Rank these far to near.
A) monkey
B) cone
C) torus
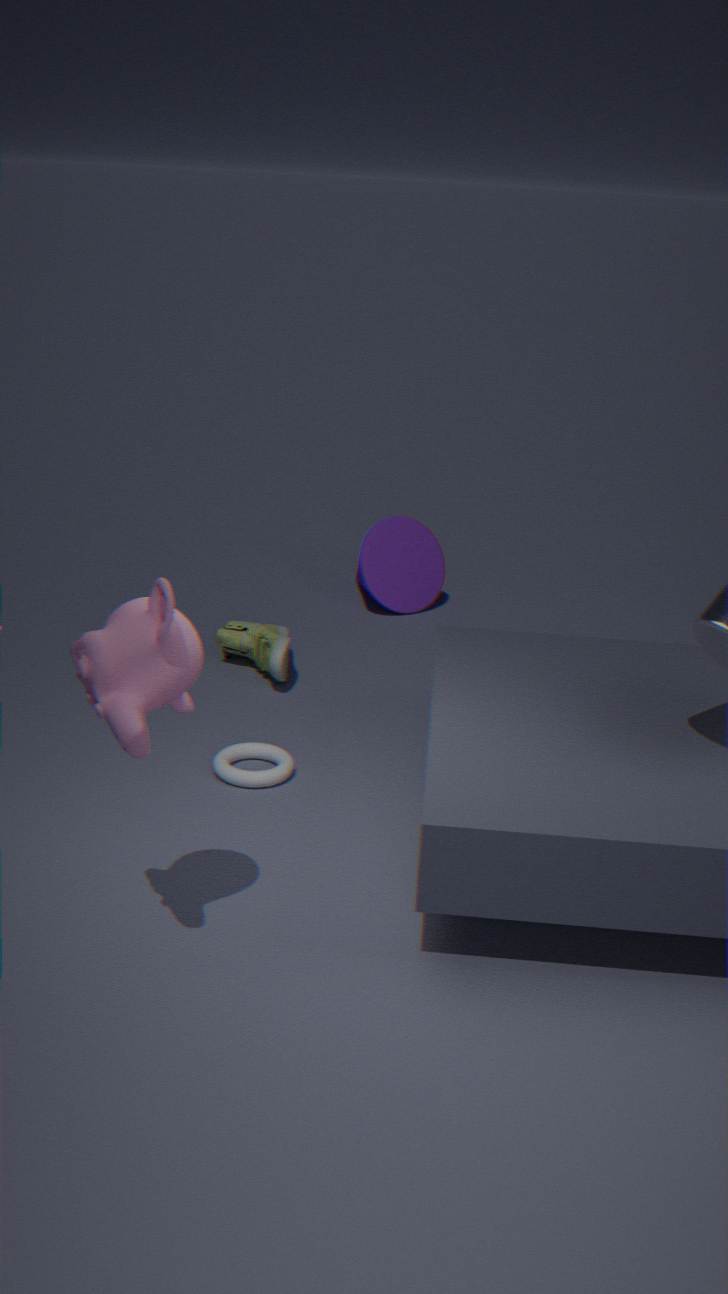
cone → torus → monkey
